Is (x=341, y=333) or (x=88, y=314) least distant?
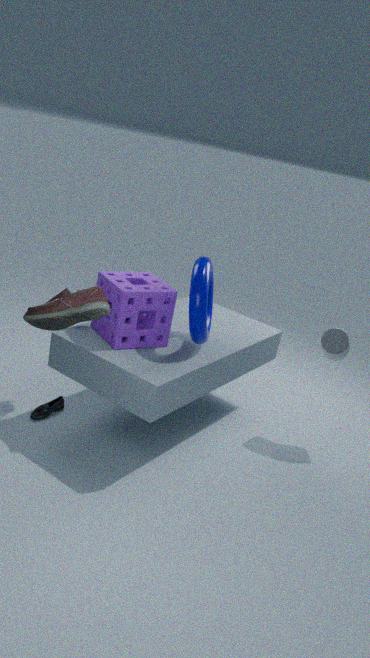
(x=88, y=314)
